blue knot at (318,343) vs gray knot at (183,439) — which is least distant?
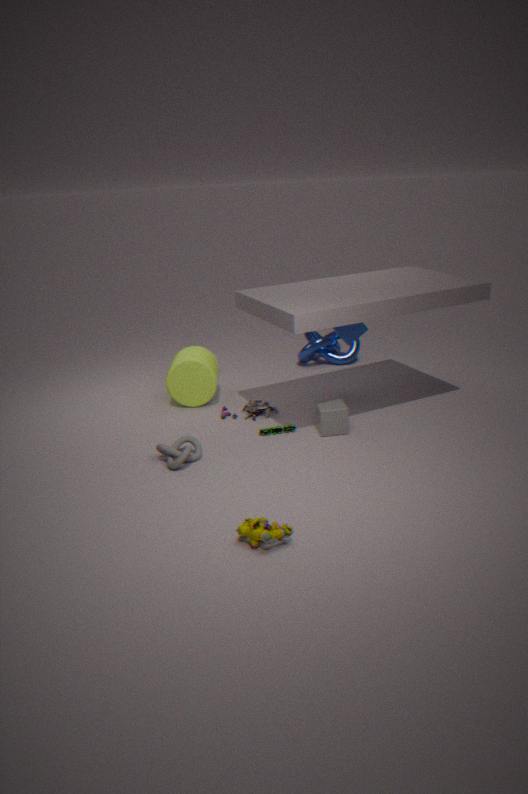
gray knot at (183,439)
